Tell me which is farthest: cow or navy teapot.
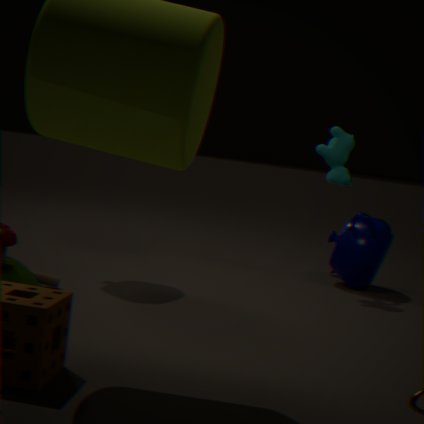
navy teapot
